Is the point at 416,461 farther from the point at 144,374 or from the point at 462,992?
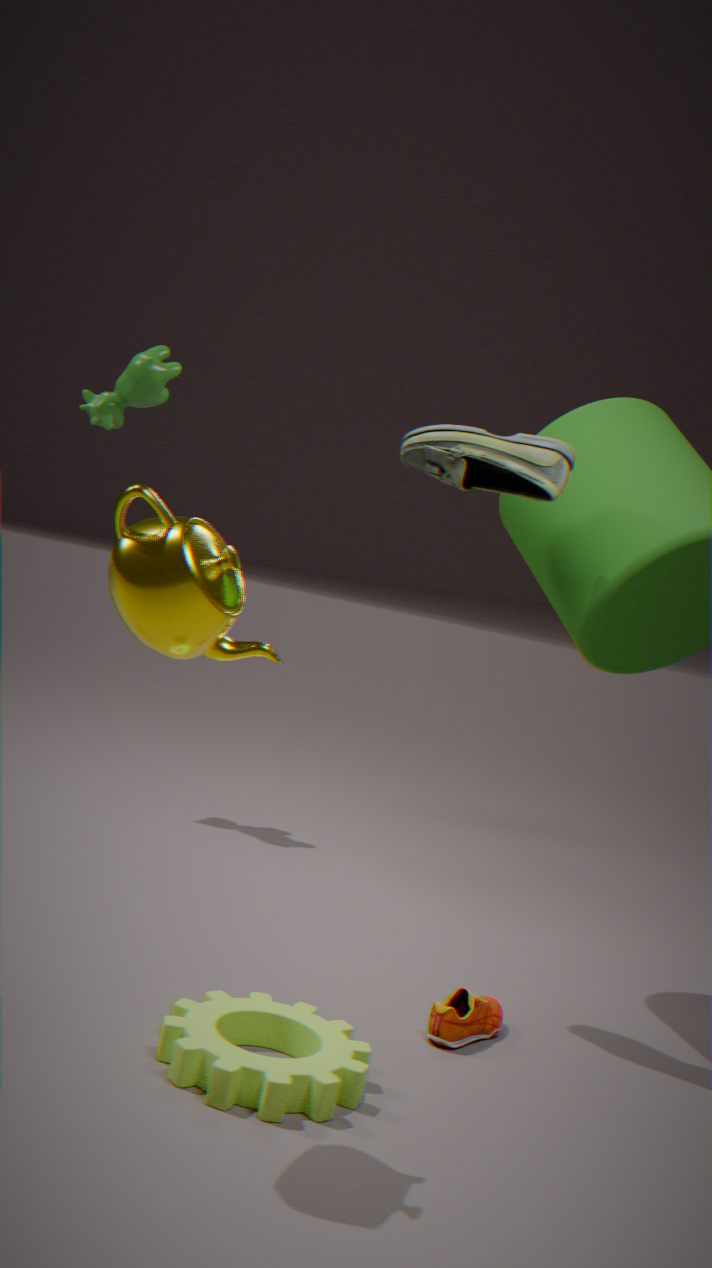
the point at 144,374
